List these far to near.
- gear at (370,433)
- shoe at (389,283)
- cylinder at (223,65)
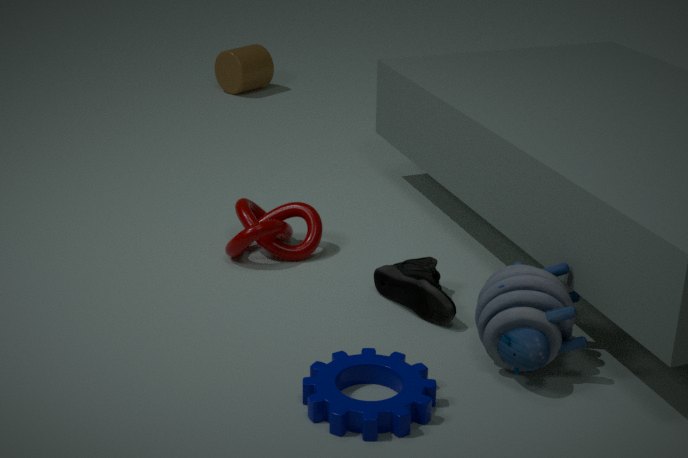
cylinder at (223,65) → shoe at (389,283) → gear at (370,433)
